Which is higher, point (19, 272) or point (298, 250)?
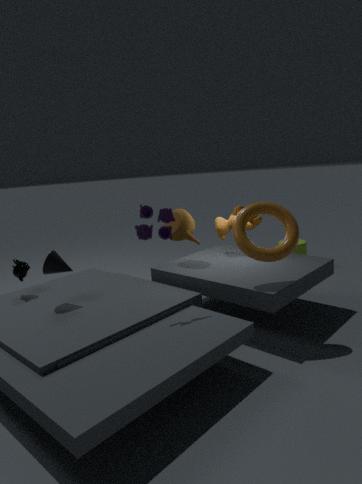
point (19, 272)
